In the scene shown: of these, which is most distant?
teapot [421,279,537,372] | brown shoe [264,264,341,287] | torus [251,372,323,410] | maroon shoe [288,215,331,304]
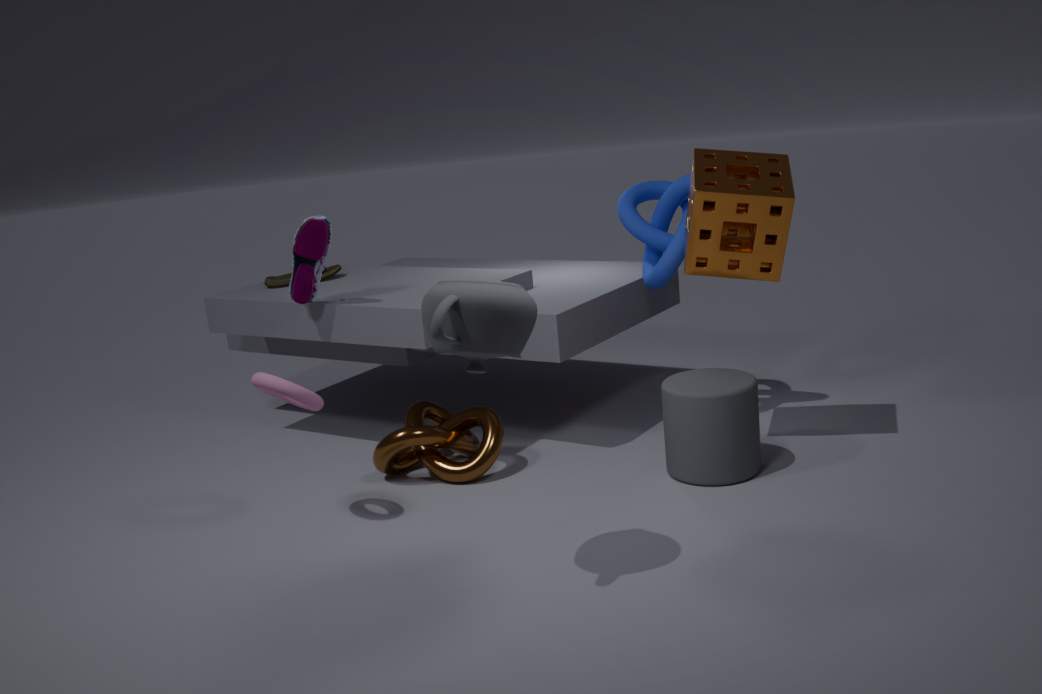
brown shoe [264,264,341,287]
